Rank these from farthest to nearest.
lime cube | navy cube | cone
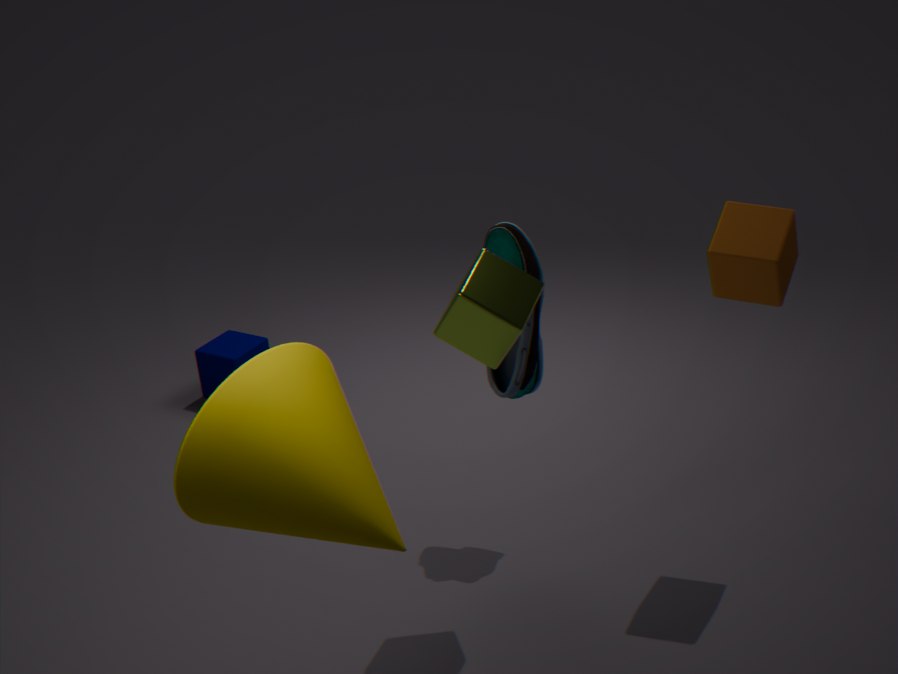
navy cube, lime cube, cone
